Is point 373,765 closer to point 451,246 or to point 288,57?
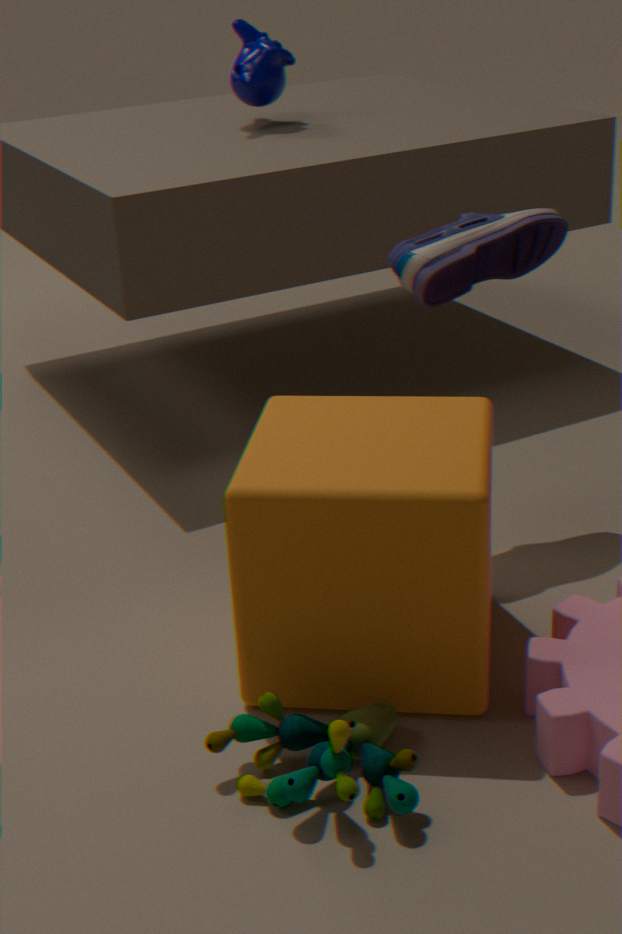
point 451,246
